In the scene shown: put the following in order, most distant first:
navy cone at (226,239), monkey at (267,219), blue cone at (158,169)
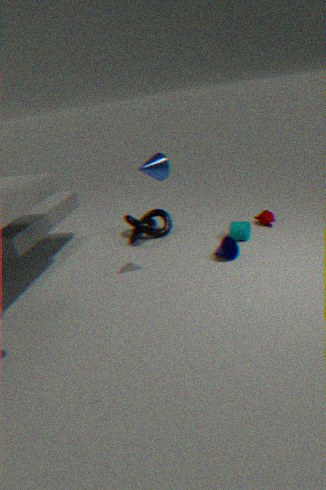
monkey at (267,219) → navy cone at (226,239) → blue cone at (158,169)
